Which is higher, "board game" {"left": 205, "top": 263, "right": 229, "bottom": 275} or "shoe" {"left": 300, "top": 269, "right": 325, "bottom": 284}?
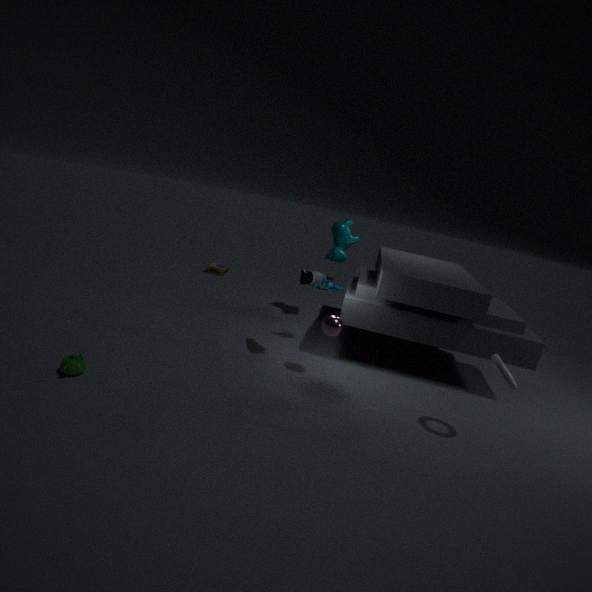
"shoe" {"left": 300, "top": 269, "right": 325, "bottom": 284}
